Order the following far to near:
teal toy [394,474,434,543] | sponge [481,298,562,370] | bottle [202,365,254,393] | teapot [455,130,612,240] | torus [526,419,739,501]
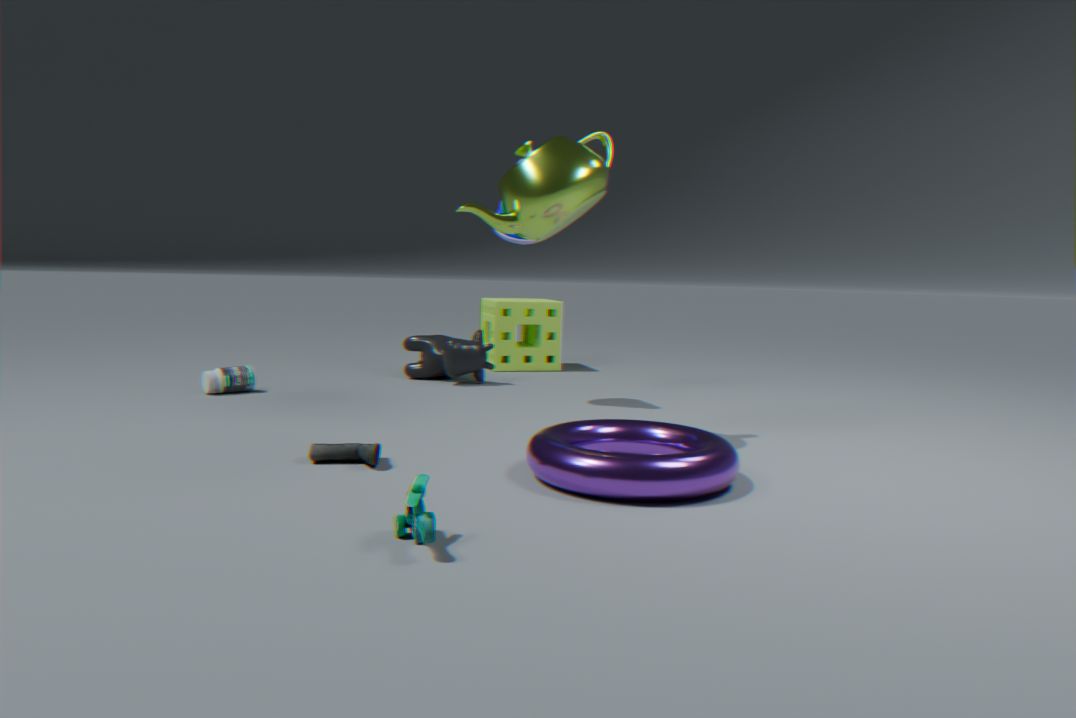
sponge [481,298,562,370] < bottle [202,365,254,393] < teapot [455,130,612,240] < torus [526,419,739,501] < teal toy [394,474,434,543]
